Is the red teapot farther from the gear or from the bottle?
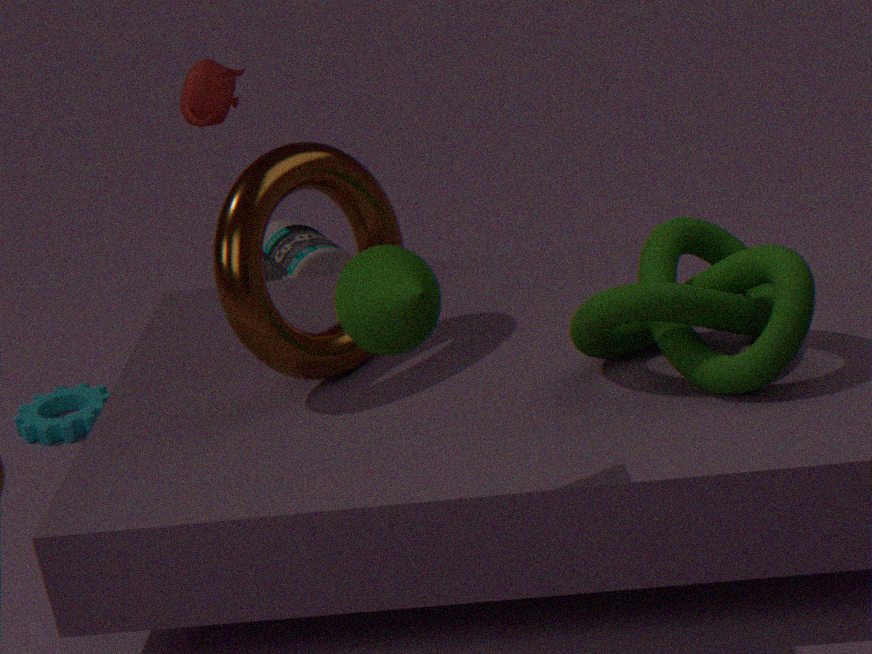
the gear
